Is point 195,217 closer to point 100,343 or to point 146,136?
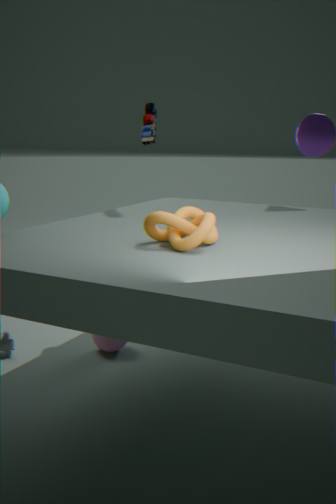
point 146,136
